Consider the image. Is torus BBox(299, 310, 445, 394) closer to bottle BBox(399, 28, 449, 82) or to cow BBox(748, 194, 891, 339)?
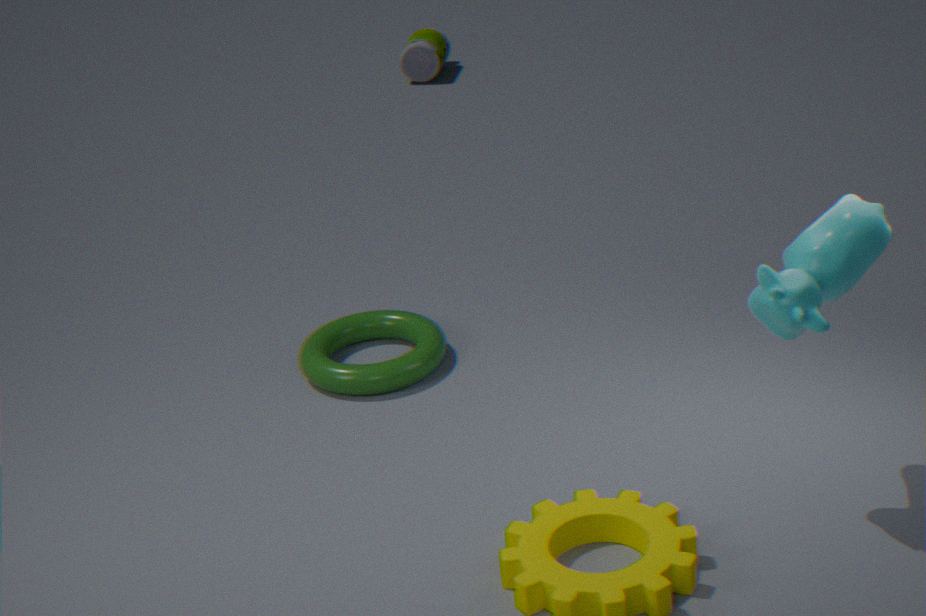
cow BBox(748, 194, 891, 339)
